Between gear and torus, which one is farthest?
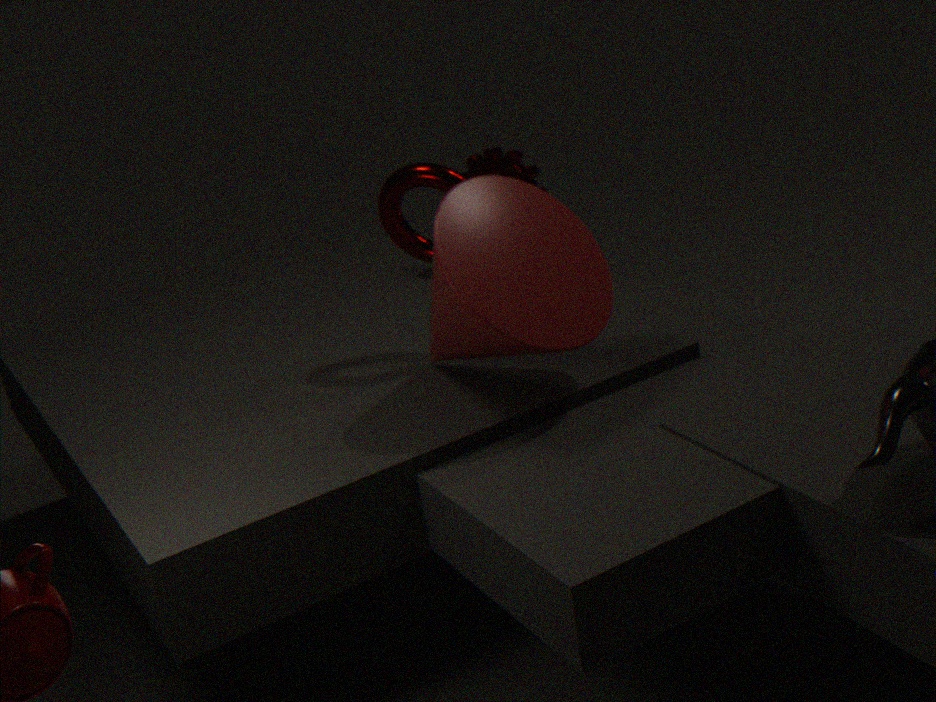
gear
